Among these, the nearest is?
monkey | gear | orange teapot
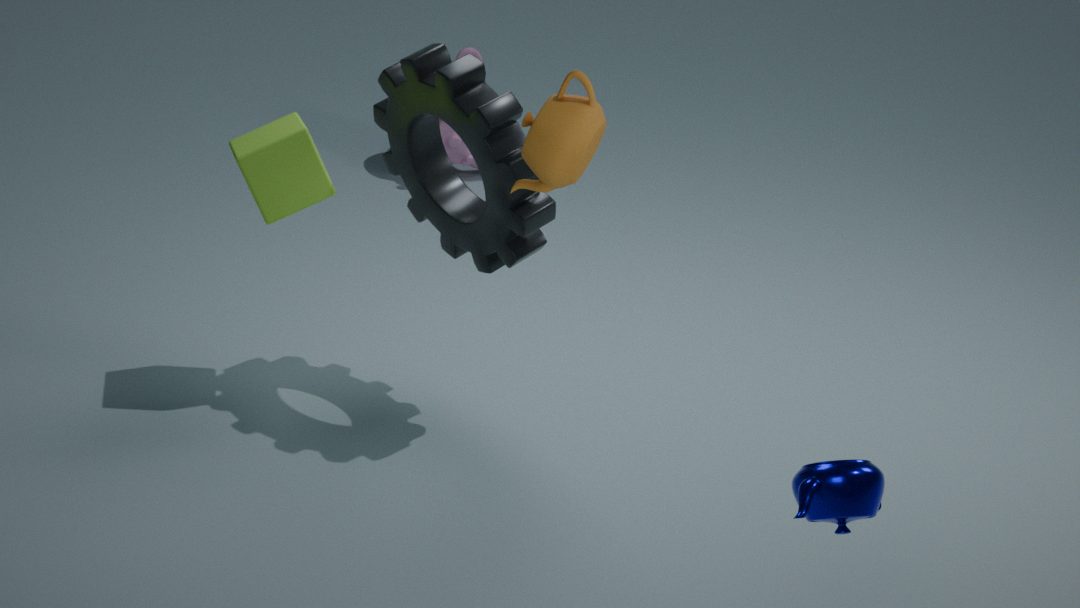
orange teapot
